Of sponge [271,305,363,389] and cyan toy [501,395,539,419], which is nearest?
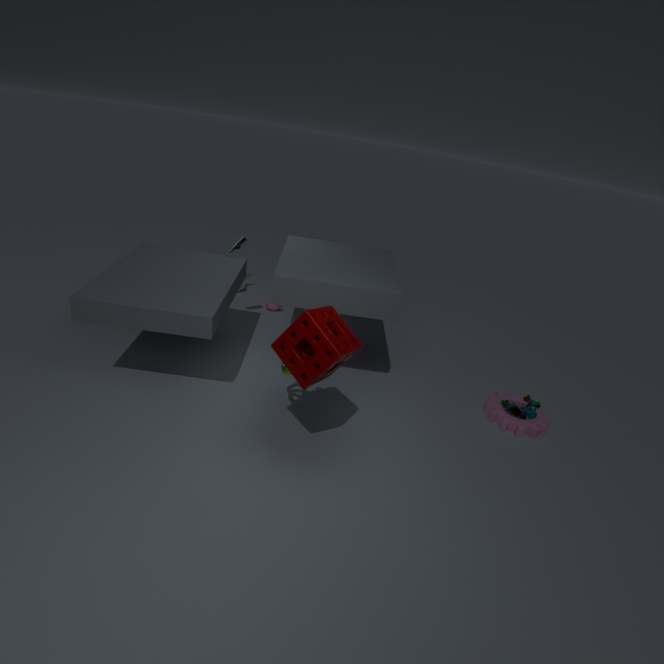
sponge [271,305,363,389]
